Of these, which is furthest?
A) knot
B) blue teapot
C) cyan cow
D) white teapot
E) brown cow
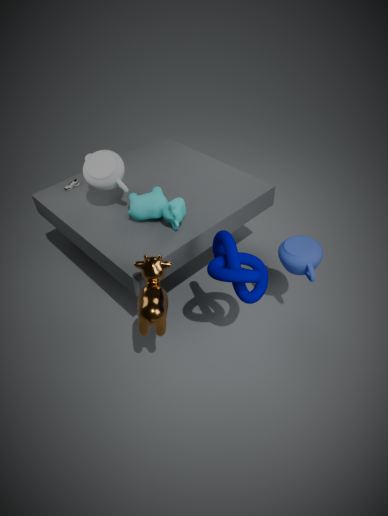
white teapot
